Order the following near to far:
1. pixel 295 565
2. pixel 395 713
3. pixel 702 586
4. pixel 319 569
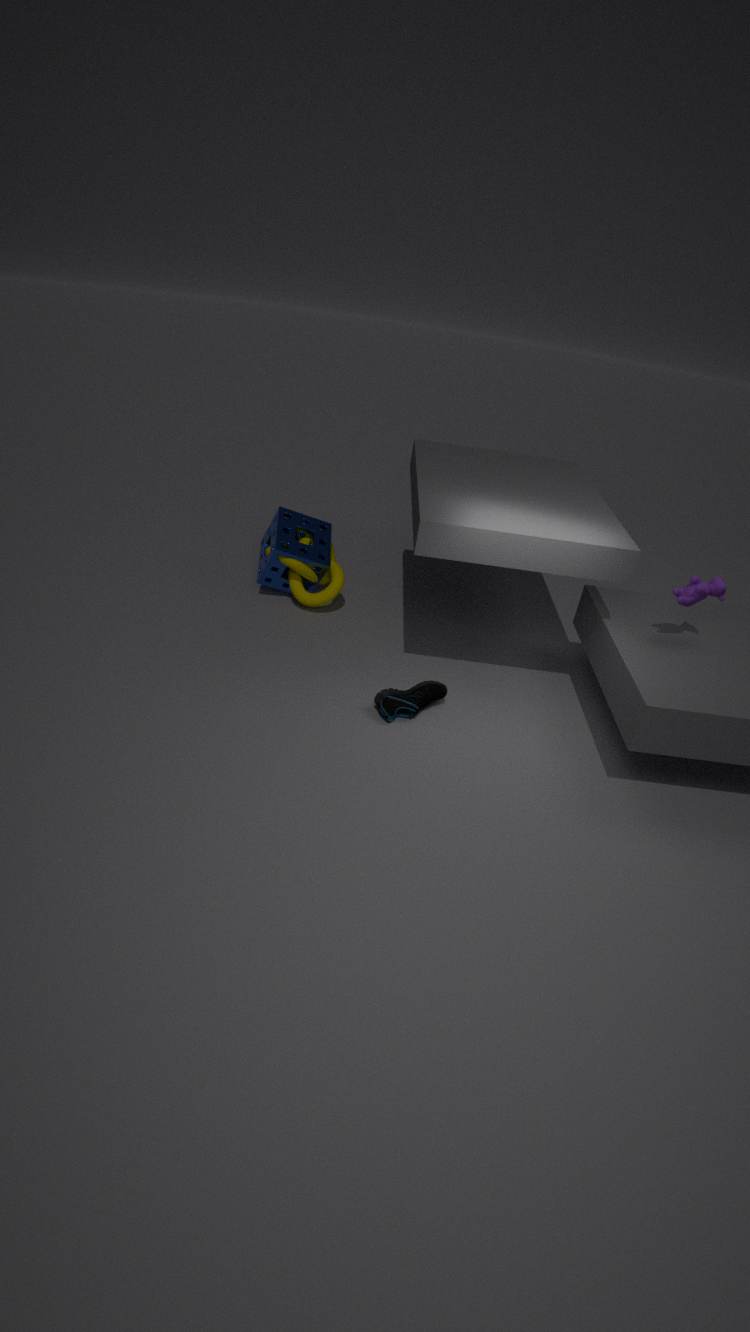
pixel 702 586, pixel 395 713, pixel 295 565, pixel 319 569
